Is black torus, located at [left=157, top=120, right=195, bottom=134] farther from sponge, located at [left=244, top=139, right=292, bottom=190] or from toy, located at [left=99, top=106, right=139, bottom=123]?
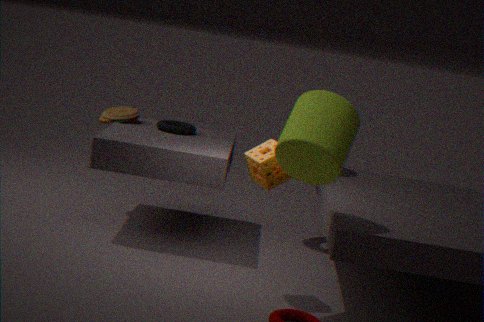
sponge, located at [left=244, top=139, right=292, bottom=190]
